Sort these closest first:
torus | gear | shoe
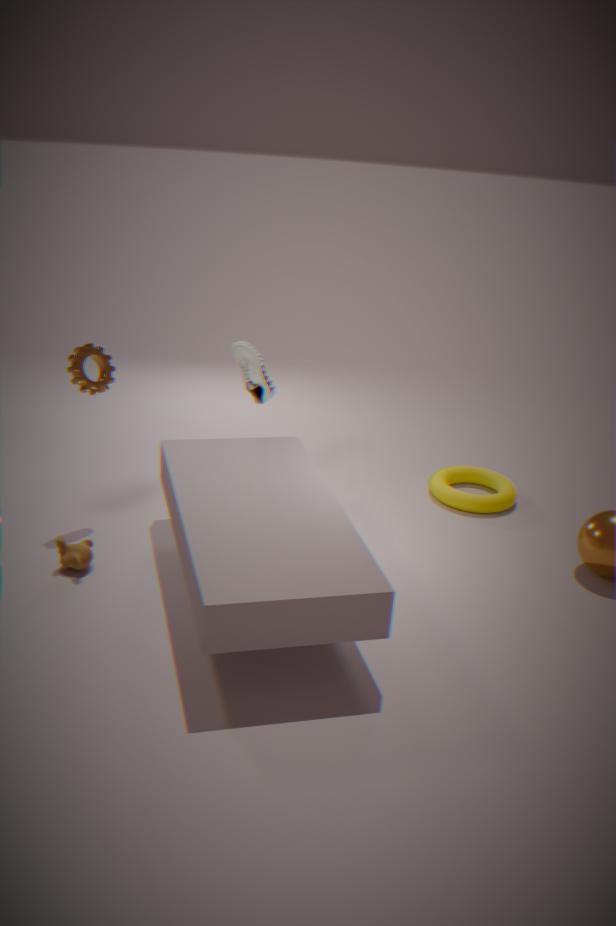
1. gear
2. torus
3. shoe
